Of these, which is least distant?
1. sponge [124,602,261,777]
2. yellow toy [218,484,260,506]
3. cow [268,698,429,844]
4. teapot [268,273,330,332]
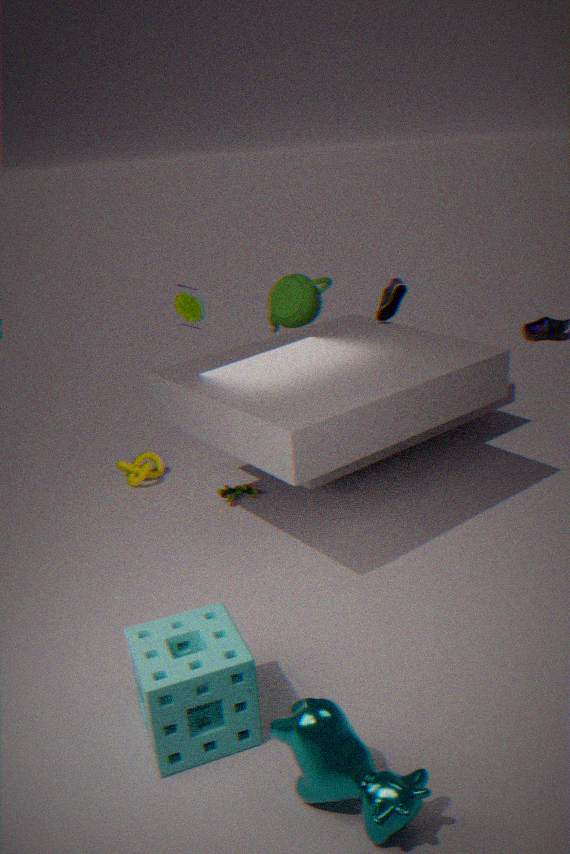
cow [268,698,429,844]
